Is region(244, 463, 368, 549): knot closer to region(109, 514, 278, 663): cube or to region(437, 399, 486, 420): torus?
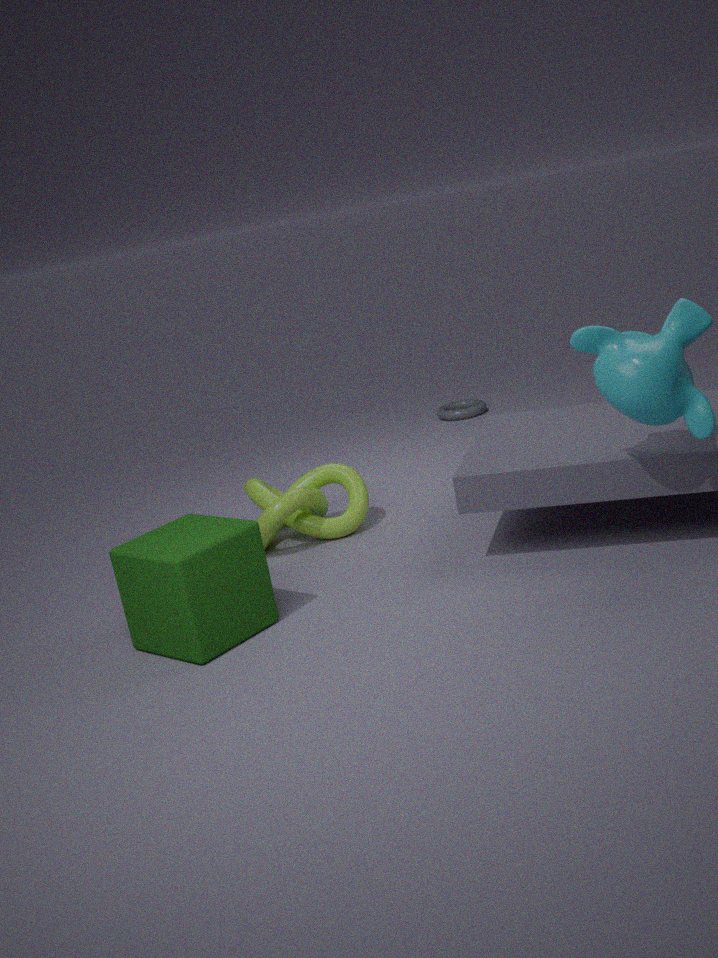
region(109, 514, 278, 663): cube
